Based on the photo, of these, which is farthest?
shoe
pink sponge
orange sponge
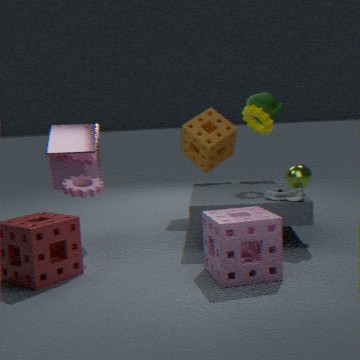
orange sponge
